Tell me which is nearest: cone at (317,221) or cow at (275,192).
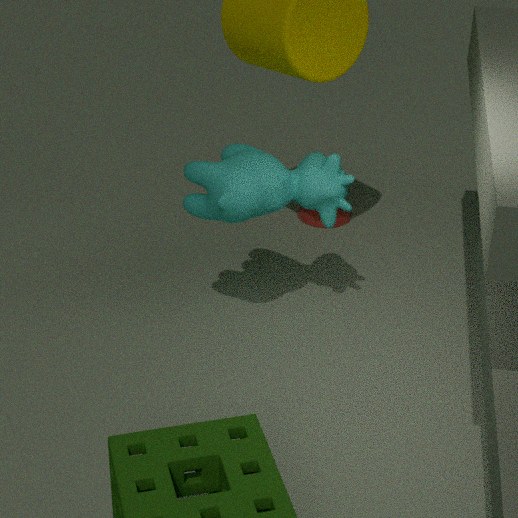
cow at (275,192)
